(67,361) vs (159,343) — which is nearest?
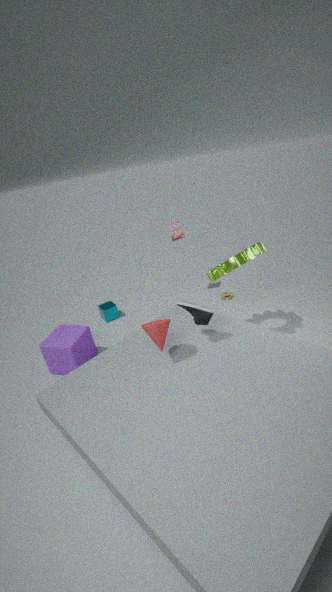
(159,343)
